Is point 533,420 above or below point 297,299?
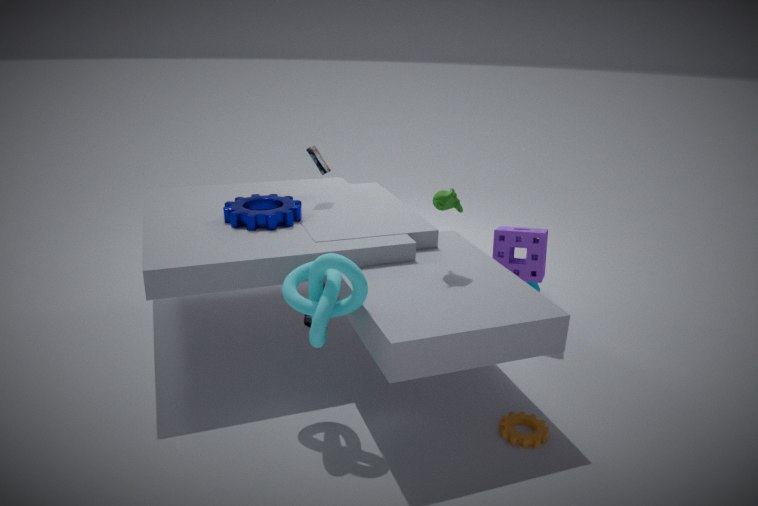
below
